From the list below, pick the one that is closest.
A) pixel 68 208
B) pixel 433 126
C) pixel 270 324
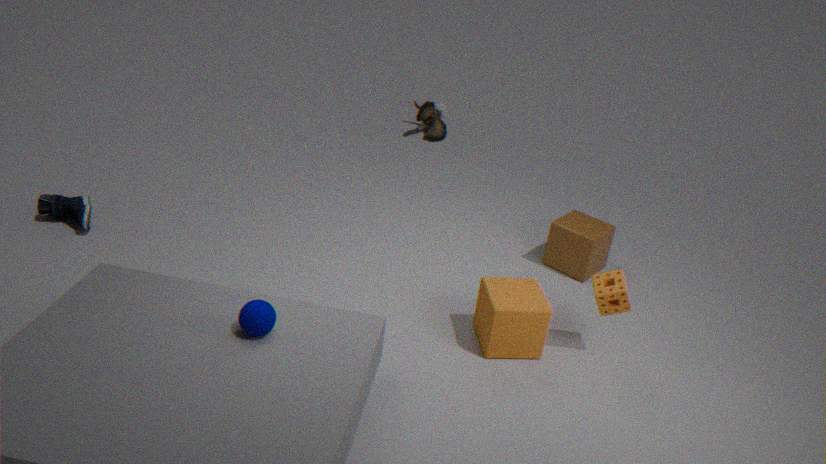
pixel 270 324
